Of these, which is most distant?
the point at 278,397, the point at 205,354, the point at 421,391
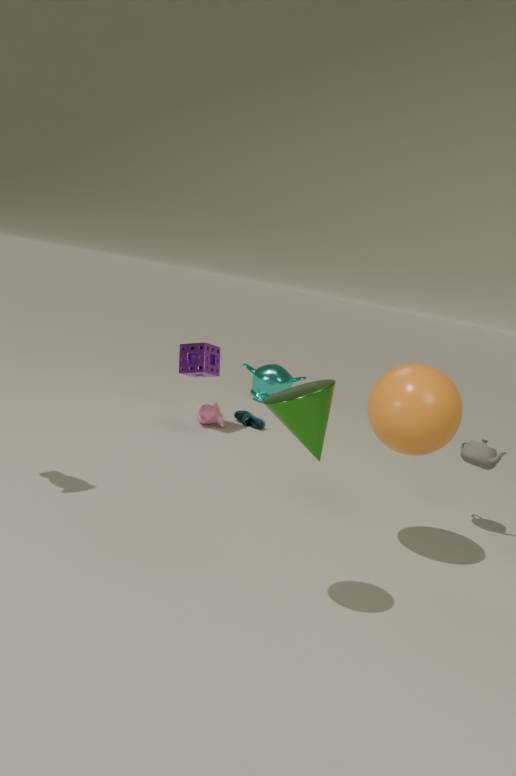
the point at 205,354
